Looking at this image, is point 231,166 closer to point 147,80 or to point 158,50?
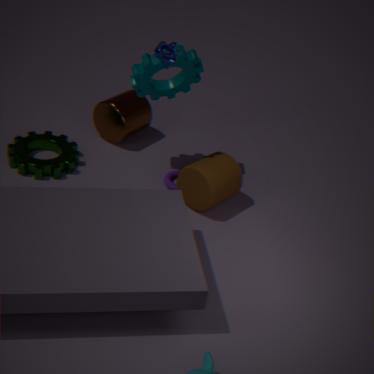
point 147,80
